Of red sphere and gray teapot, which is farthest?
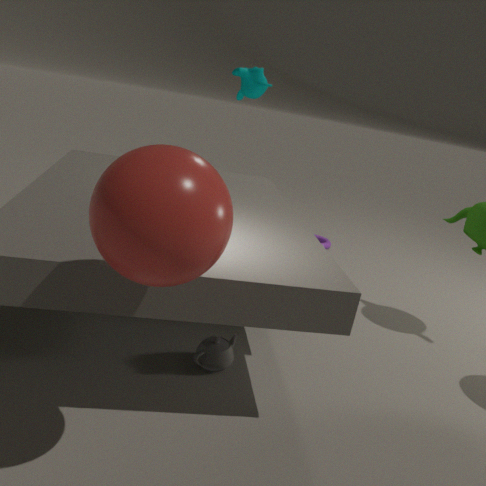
gray teapot
